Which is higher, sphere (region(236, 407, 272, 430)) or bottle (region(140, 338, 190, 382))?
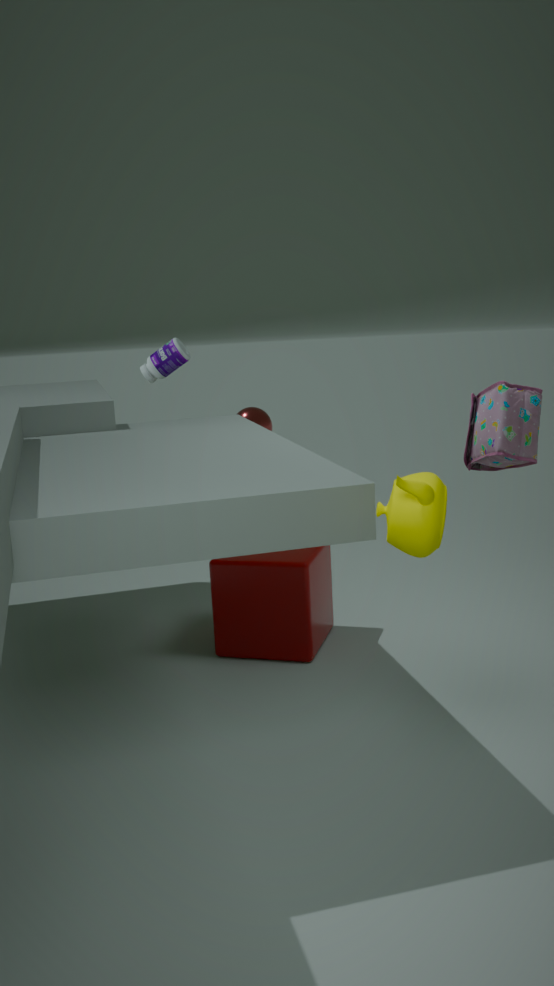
bottle (region(140, 338, 190, 382))
